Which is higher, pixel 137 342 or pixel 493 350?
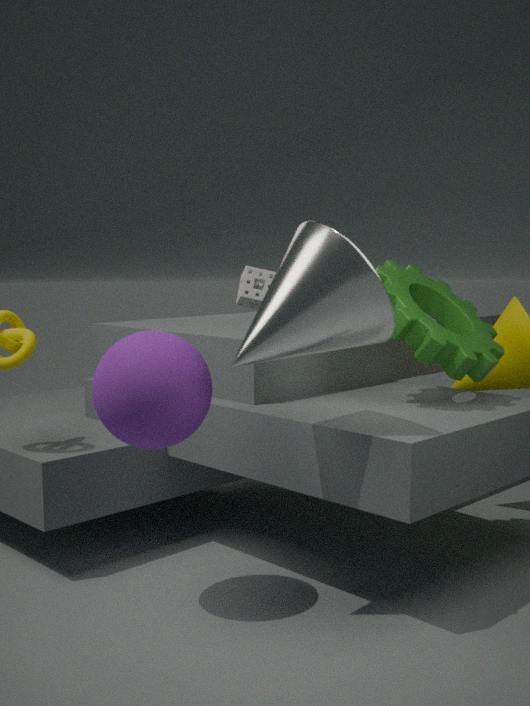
pixel 493 350
